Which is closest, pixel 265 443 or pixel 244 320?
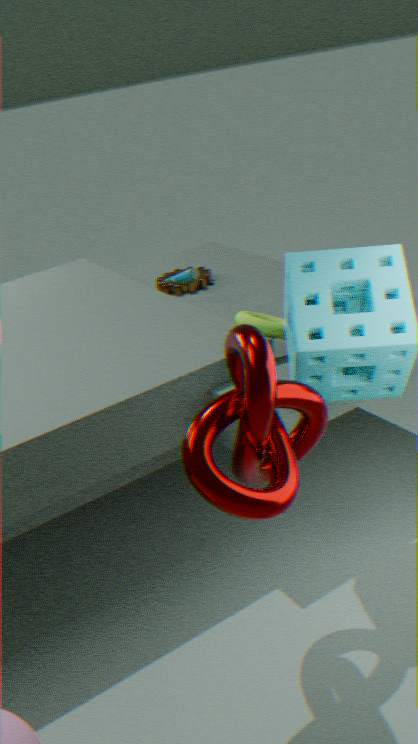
pixel 265 443
